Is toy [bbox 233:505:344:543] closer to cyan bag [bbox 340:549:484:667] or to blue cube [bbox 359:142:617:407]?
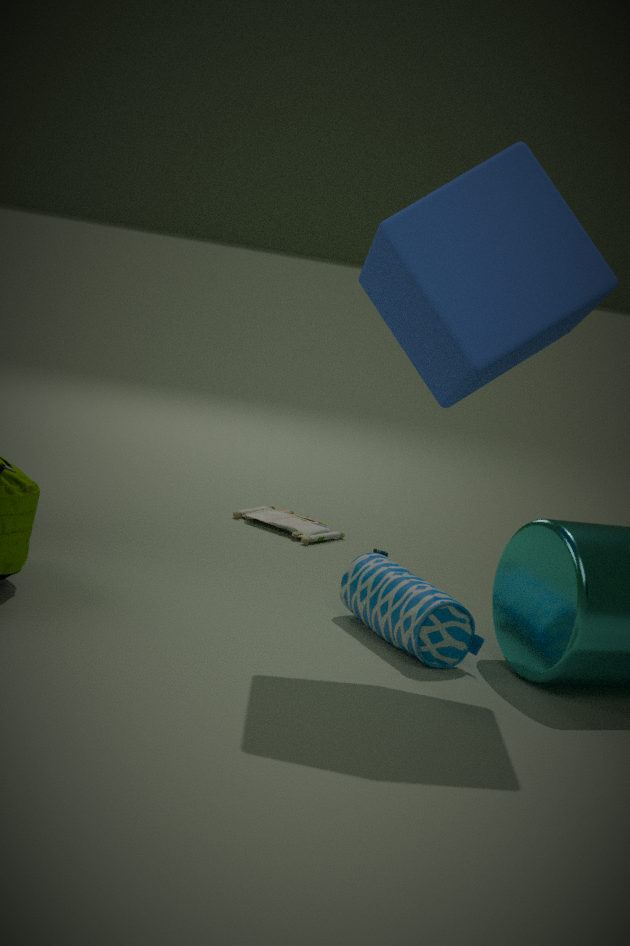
cyan bag [bbox 340:549:484:667]
